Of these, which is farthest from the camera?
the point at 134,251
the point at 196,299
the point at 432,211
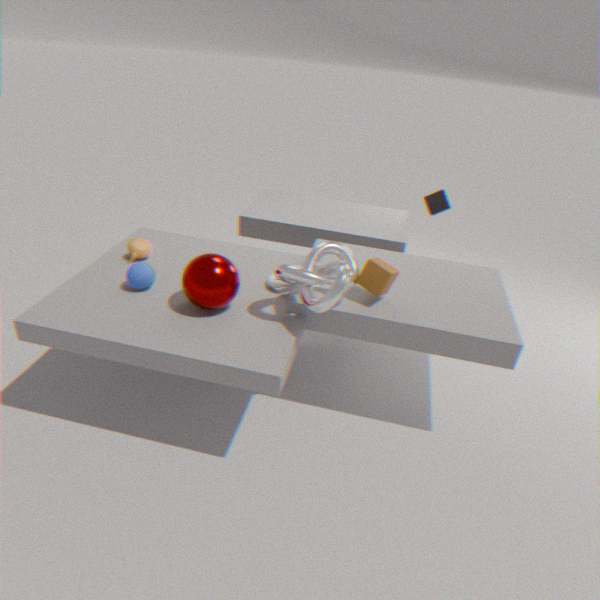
the point at 432,211
